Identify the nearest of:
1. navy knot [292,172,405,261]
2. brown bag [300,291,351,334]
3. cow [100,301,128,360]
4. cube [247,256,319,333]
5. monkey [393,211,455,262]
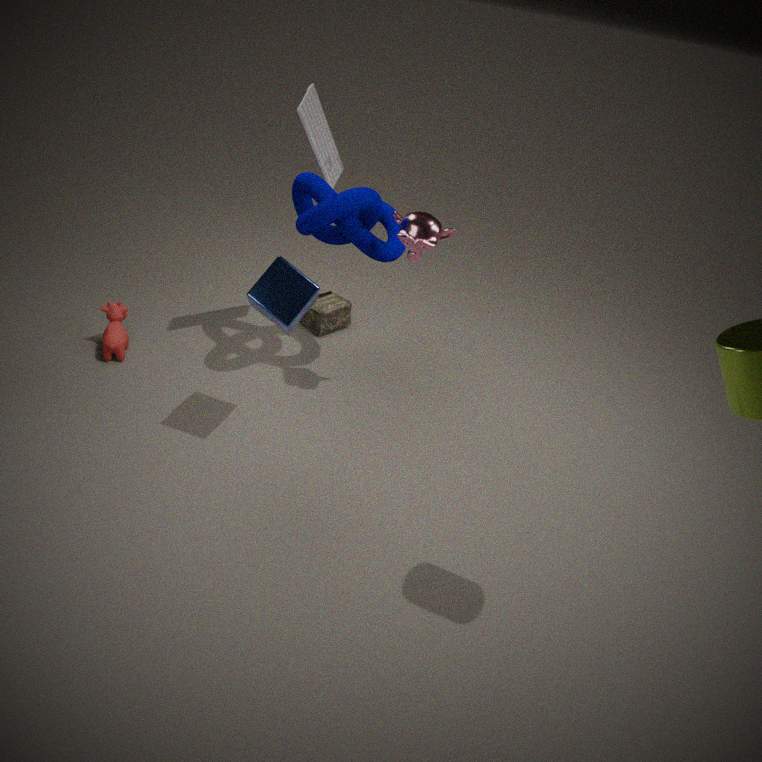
cube [247,256,319,333]
